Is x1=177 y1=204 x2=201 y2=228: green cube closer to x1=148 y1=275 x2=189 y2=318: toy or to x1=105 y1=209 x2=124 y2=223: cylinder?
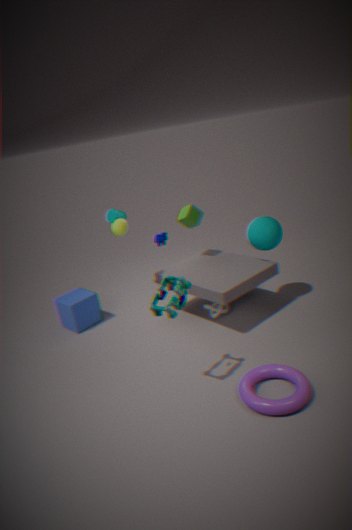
x1=105 y1=209 x2=124 y2=223: cylinder
